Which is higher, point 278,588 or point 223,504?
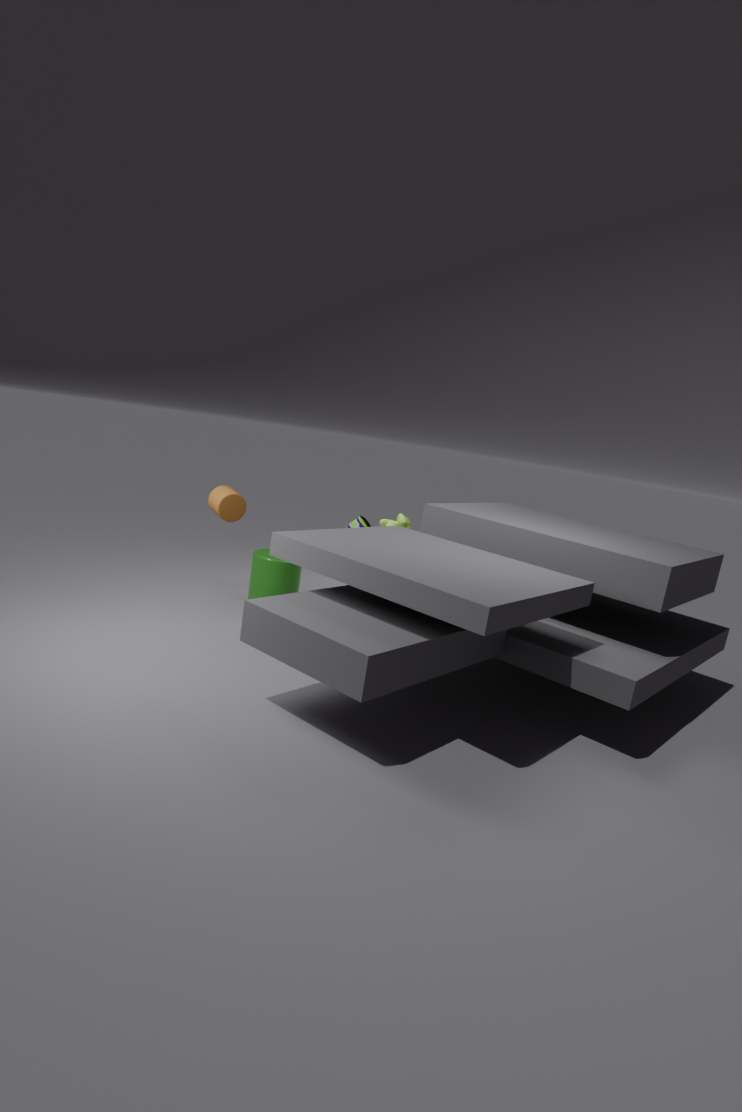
point 223,504
